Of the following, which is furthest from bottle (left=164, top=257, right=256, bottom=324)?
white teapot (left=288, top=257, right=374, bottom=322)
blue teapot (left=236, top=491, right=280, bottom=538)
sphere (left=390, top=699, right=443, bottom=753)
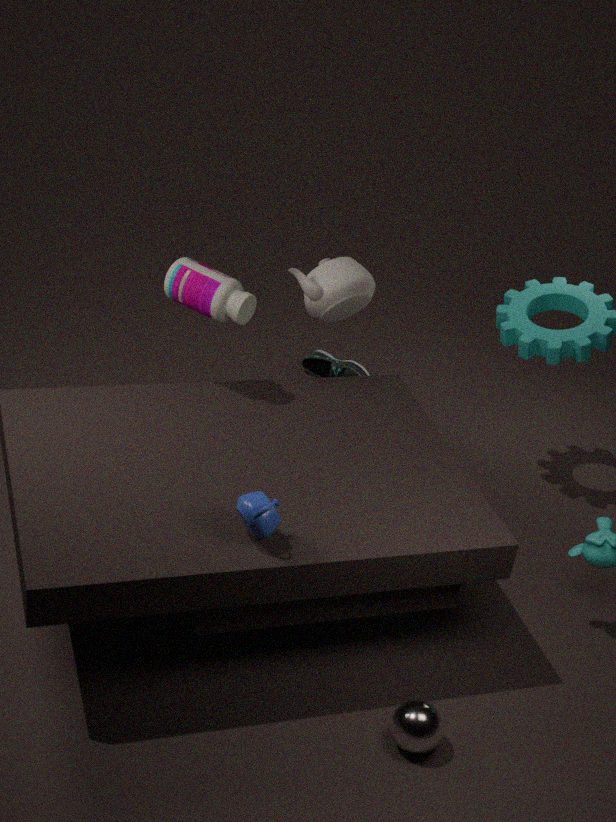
sphere (left=390, top=699, right=443, bottom=753)
